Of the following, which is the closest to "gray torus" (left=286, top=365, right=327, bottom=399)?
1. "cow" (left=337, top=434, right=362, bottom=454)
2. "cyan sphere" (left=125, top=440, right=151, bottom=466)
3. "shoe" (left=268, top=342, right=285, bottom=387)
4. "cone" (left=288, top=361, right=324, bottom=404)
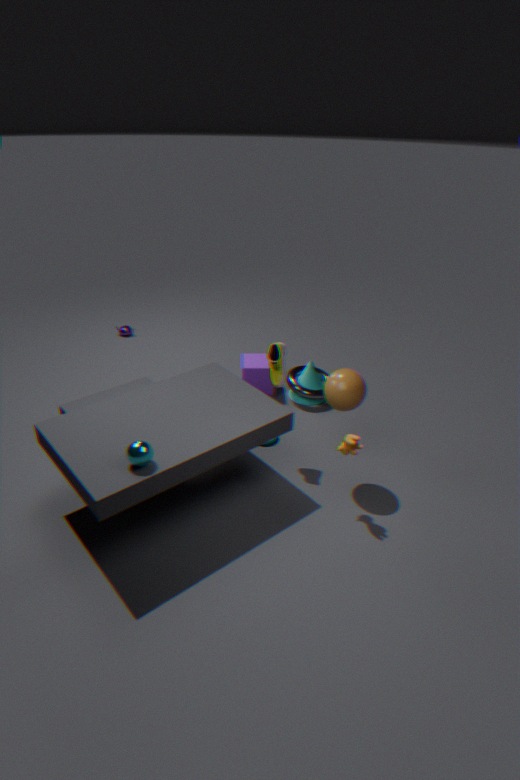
"cone" (left=288, top=361, right=324, bottom=404)
